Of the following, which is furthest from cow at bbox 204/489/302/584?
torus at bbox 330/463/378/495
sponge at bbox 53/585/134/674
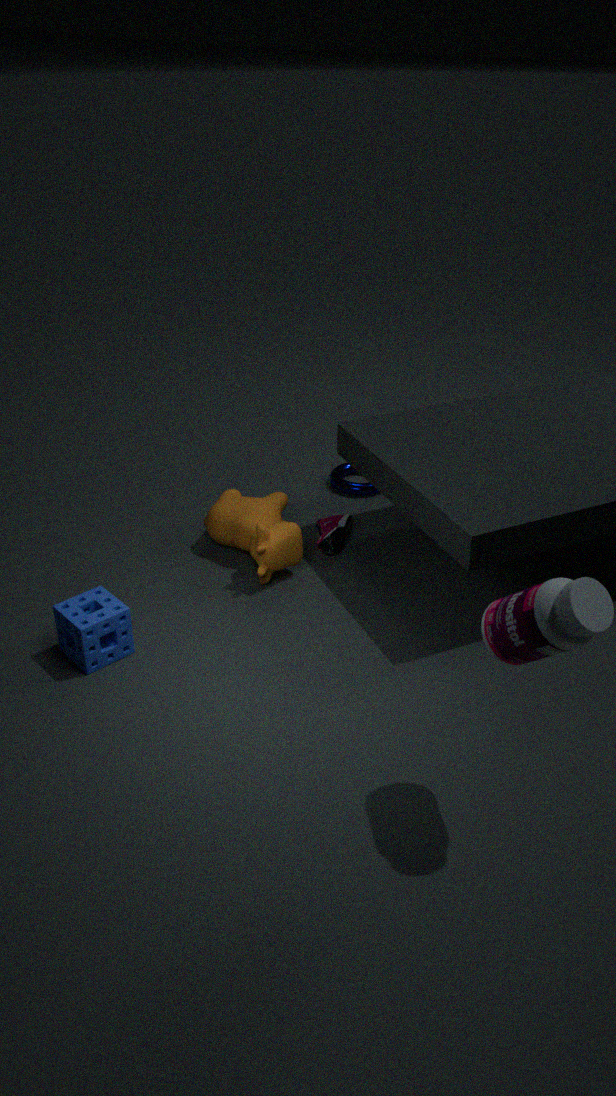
sponge at bbox 53/585/134/674
